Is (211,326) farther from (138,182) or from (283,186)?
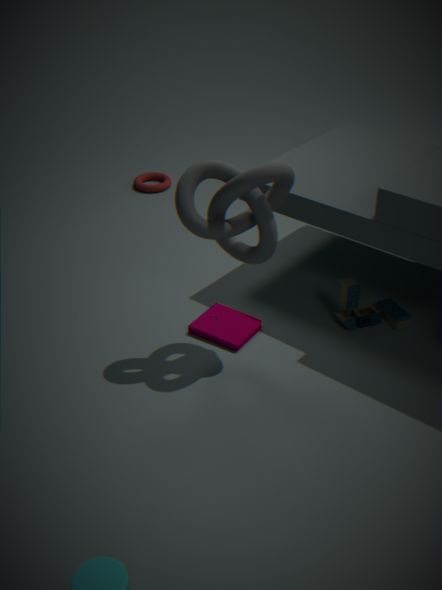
(138,182)
